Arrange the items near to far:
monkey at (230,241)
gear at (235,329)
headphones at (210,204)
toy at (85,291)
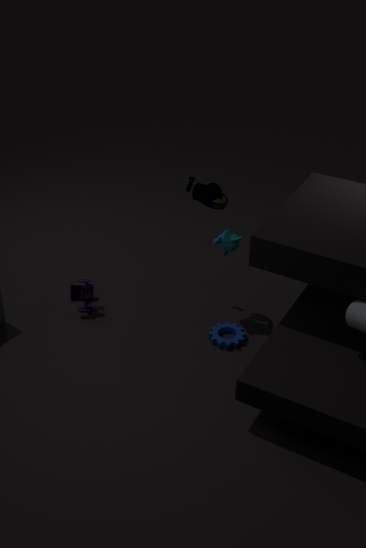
headphones at (210,204), monkey at (230,241), gear at (235,329), toy at (85,291)
